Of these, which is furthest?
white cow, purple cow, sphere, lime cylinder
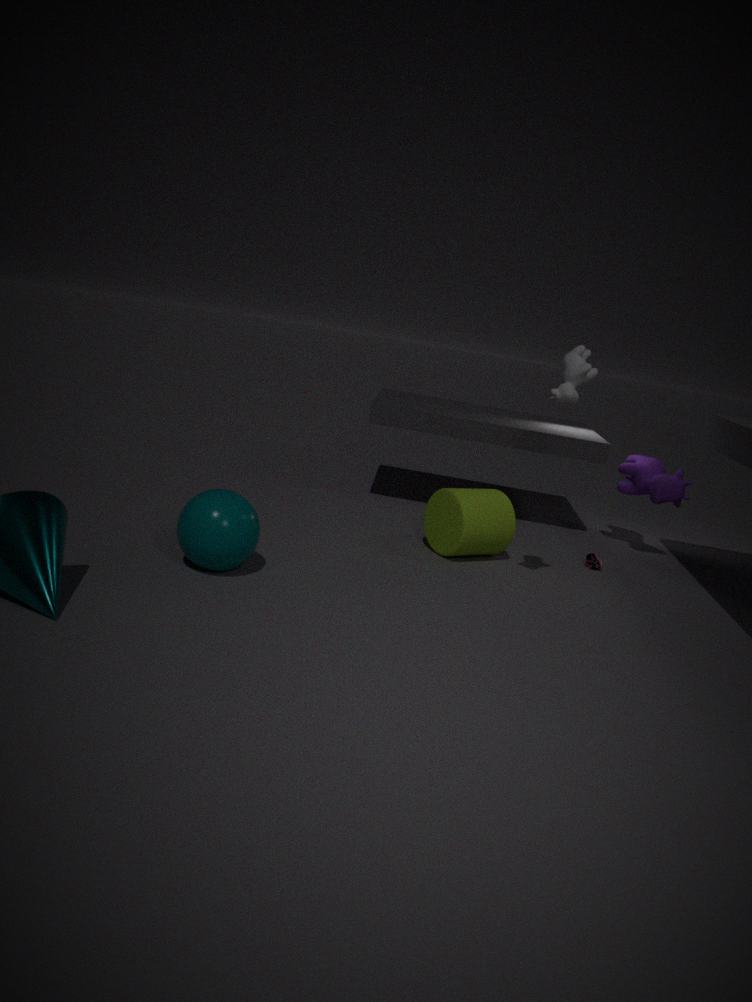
purple cow
